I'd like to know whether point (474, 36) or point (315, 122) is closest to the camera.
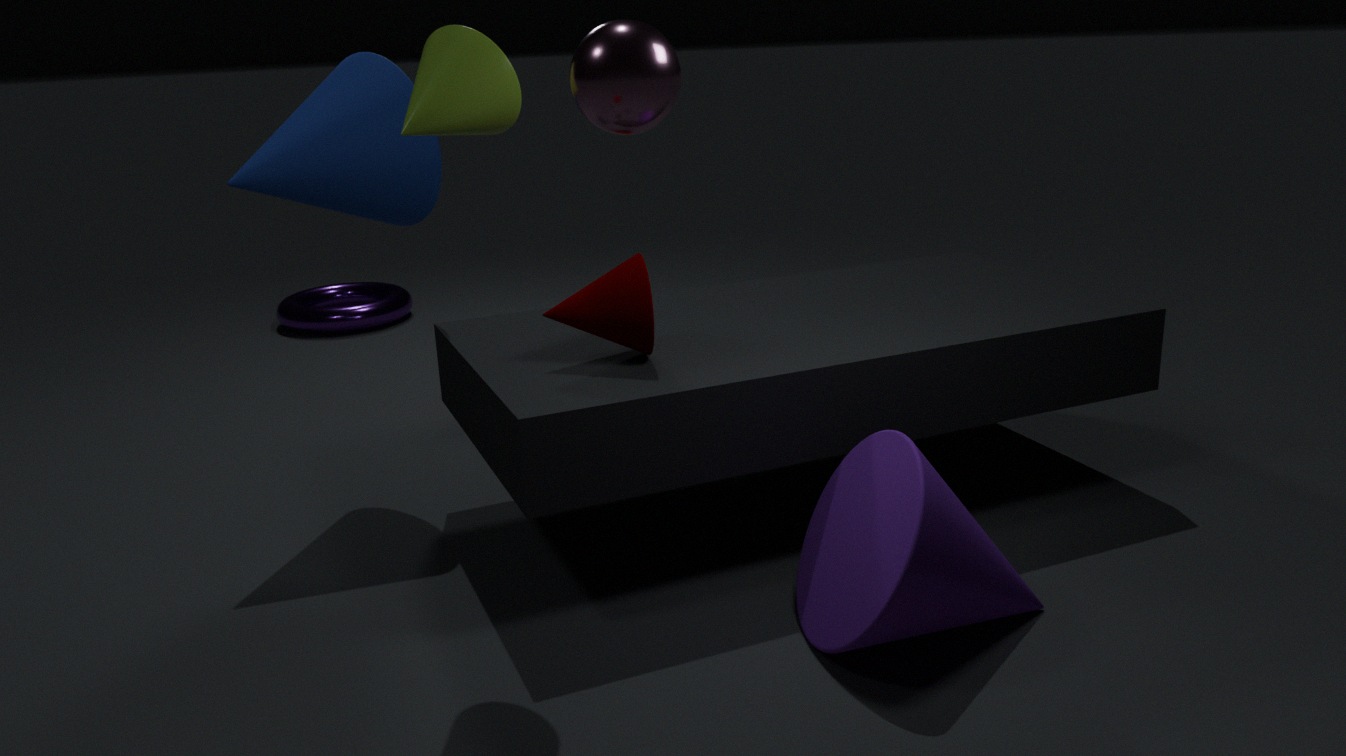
point (474, 36)
